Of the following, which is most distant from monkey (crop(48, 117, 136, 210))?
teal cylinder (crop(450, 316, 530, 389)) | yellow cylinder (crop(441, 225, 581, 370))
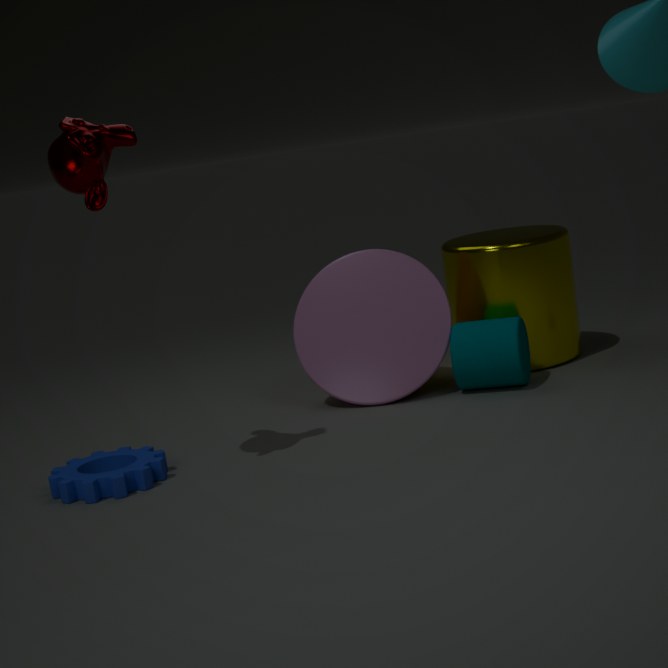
yellow cylinder (crop(441, 225, 581, 370))
